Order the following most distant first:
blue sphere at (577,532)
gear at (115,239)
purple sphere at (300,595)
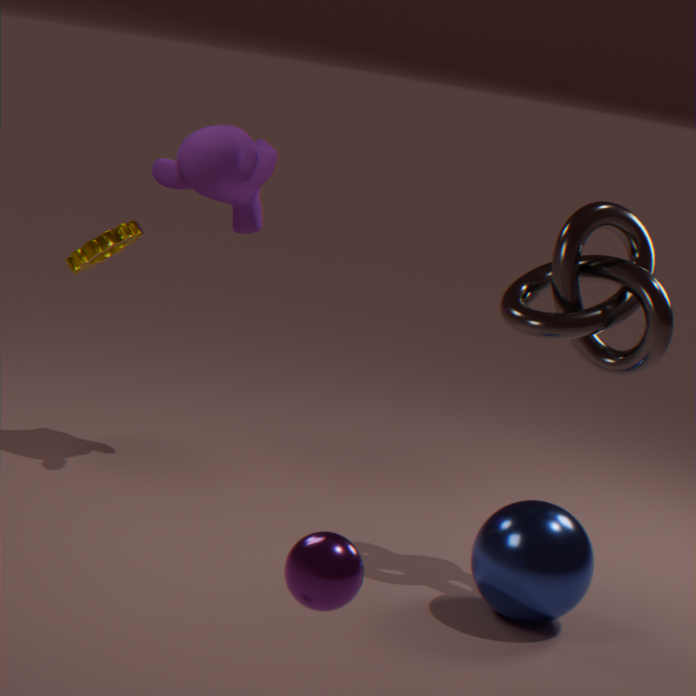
gear at (115,239)
blue sphere at (577,532)
purple sphere at (300,595)
